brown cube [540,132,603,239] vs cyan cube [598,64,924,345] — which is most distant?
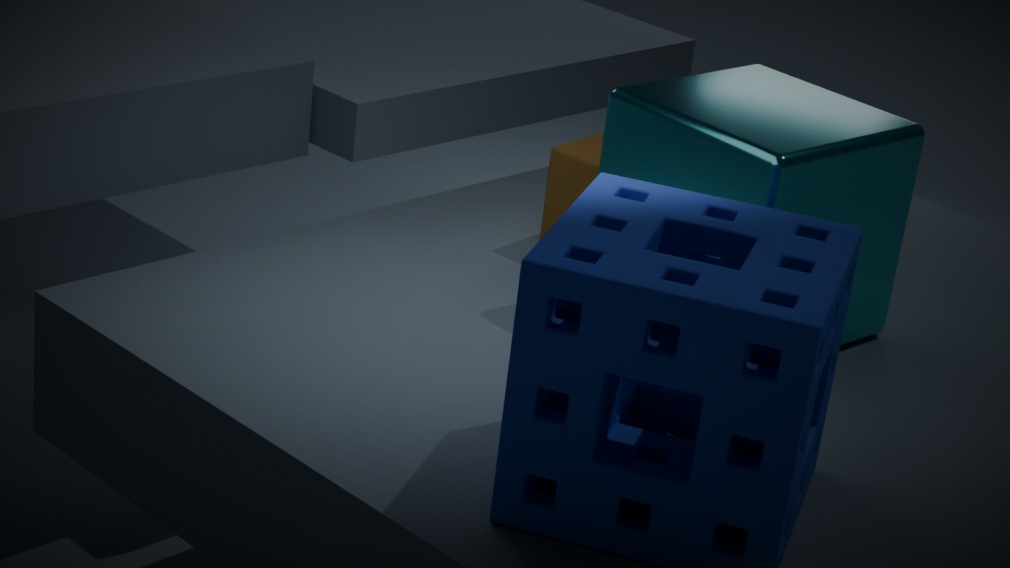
brown cube [540,132,603,239]
